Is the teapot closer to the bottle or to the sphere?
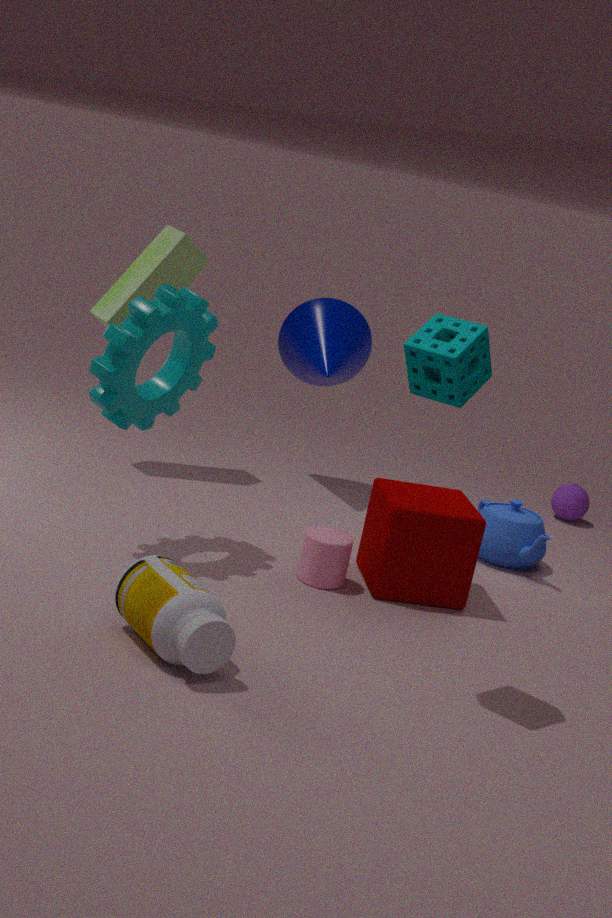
the sphere
